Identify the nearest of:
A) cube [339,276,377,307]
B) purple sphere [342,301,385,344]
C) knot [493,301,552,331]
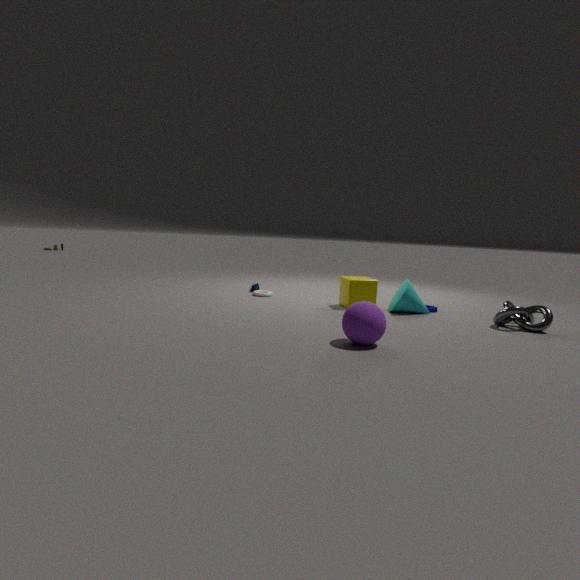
purple sphere [342,301,385,344]
